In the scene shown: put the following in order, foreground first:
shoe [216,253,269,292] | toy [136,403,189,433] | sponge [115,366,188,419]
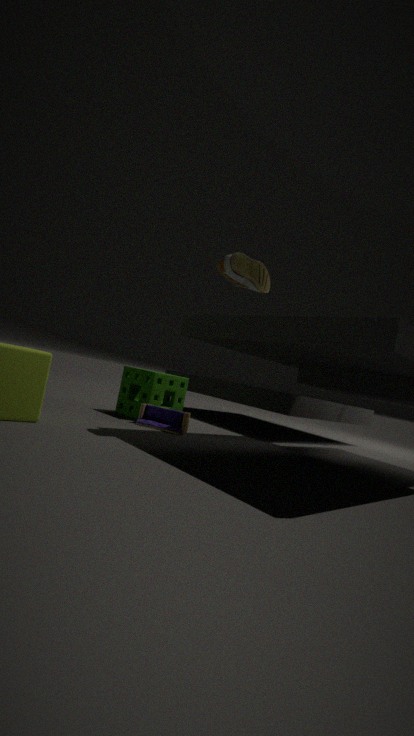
shoe [216,253,269,292] → toy [136,403,189,433] → sponge [115,366,188,419]
